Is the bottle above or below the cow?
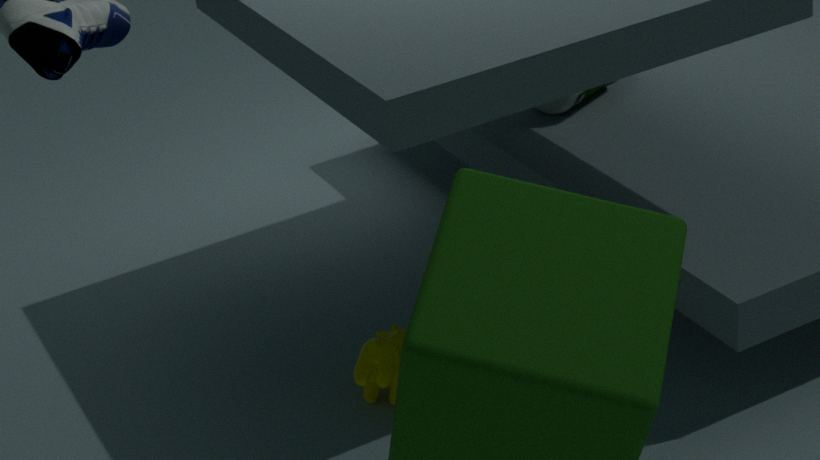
above
